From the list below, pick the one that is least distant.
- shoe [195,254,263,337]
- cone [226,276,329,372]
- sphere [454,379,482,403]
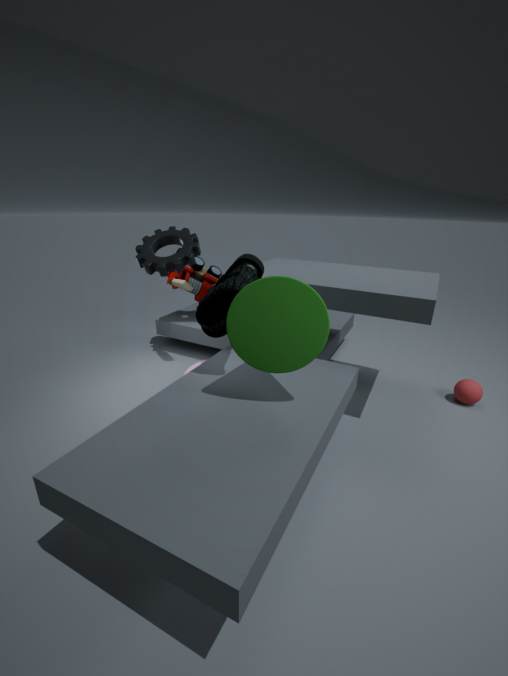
cone [226,276,329,372]
